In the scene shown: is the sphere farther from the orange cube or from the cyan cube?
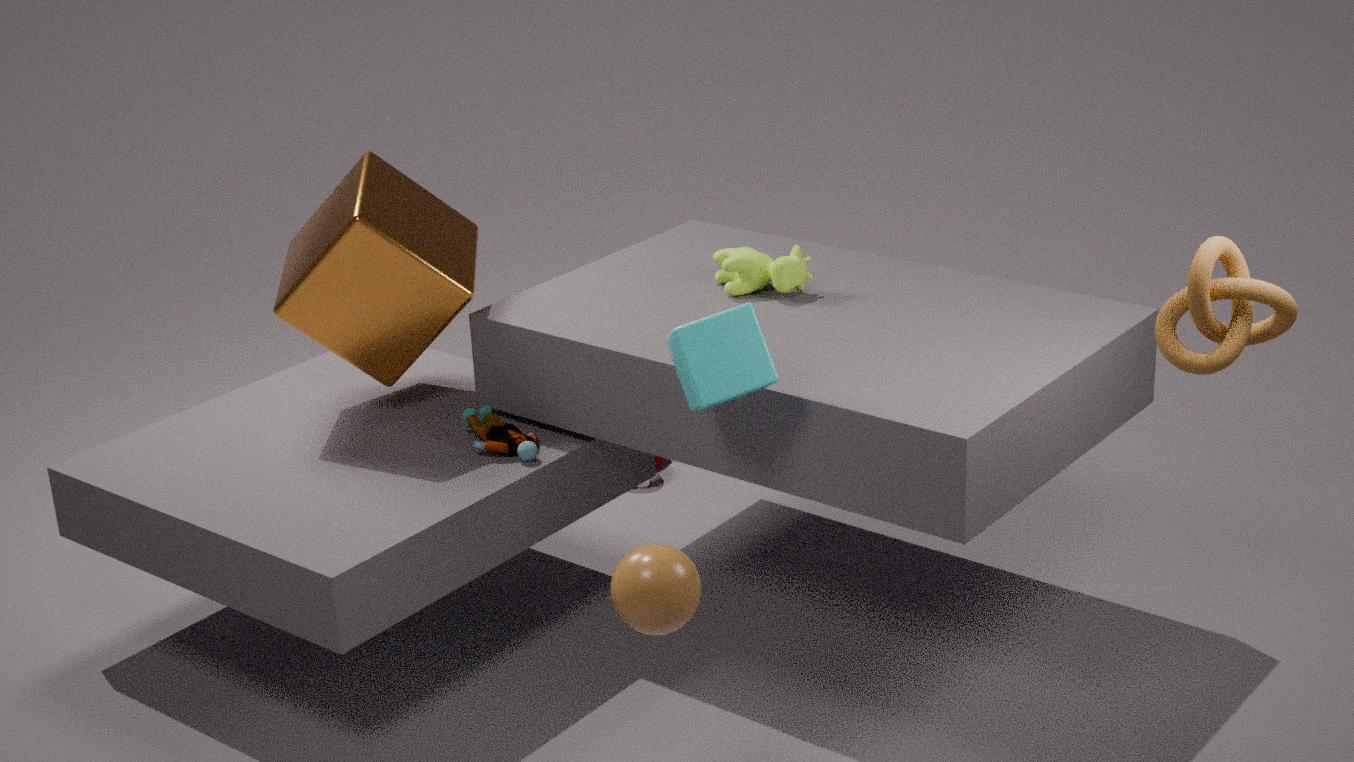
the orange cube
